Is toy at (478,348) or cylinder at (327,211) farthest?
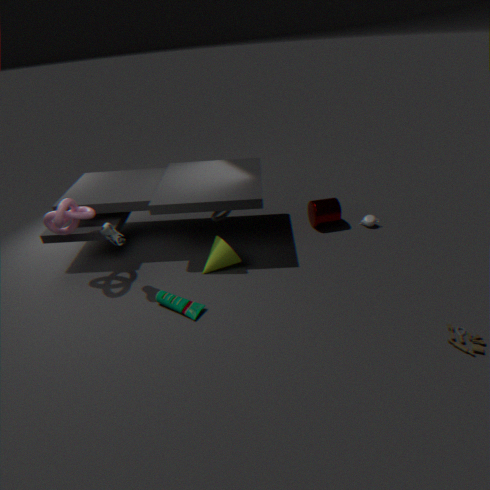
cylinder at (327,211)
